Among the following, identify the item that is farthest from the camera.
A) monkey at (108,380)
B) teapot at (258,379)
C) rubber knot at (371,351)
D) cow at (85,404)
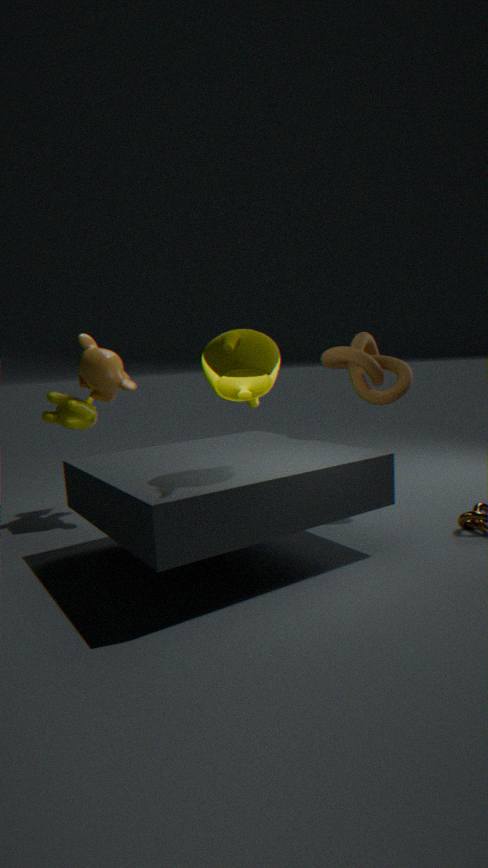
monkey at (108,380)
